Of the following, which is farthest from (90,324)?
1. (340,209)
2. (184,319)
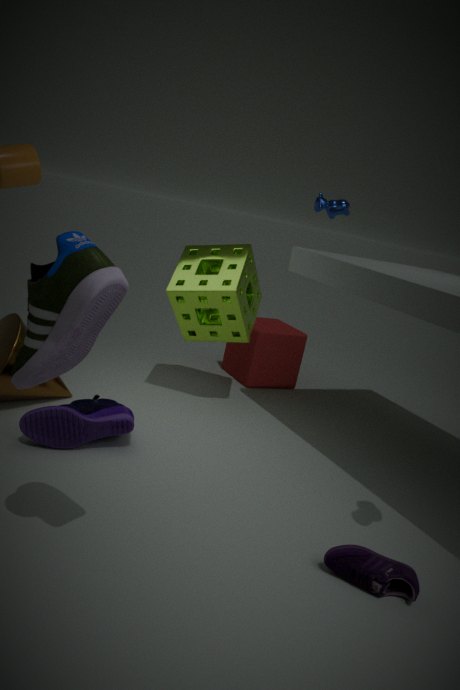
(340,209)
